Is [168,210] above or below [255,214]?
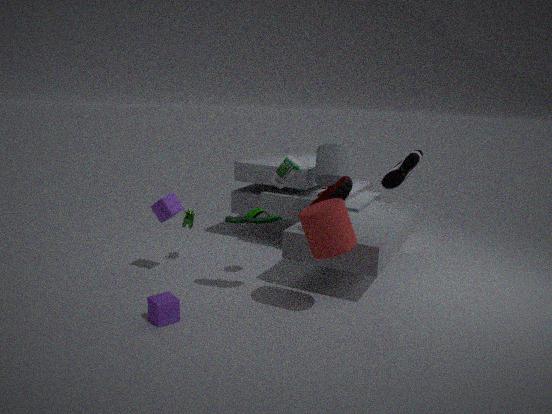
below
